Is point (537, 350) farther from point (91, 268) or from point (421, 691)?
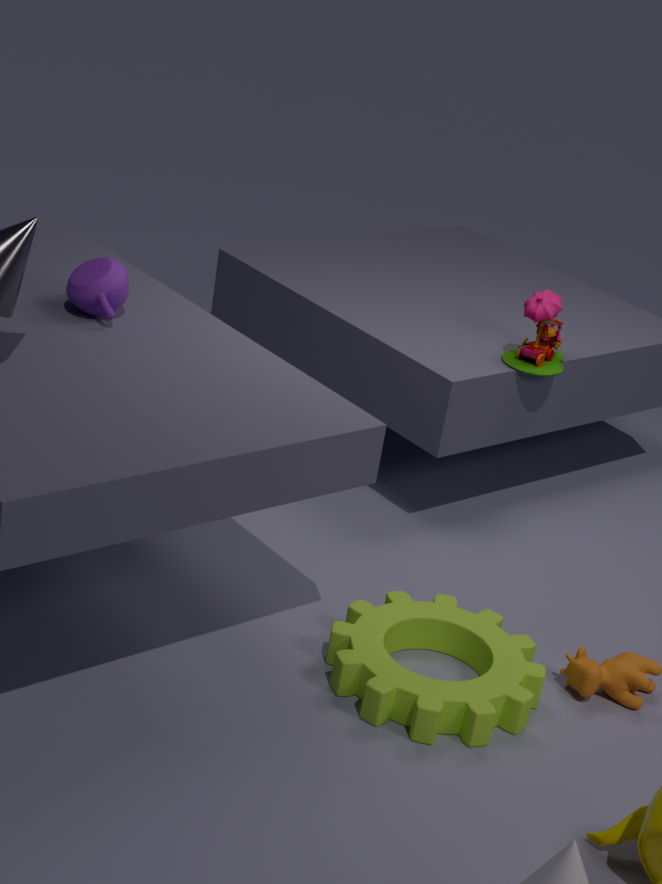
point (91, 268)
